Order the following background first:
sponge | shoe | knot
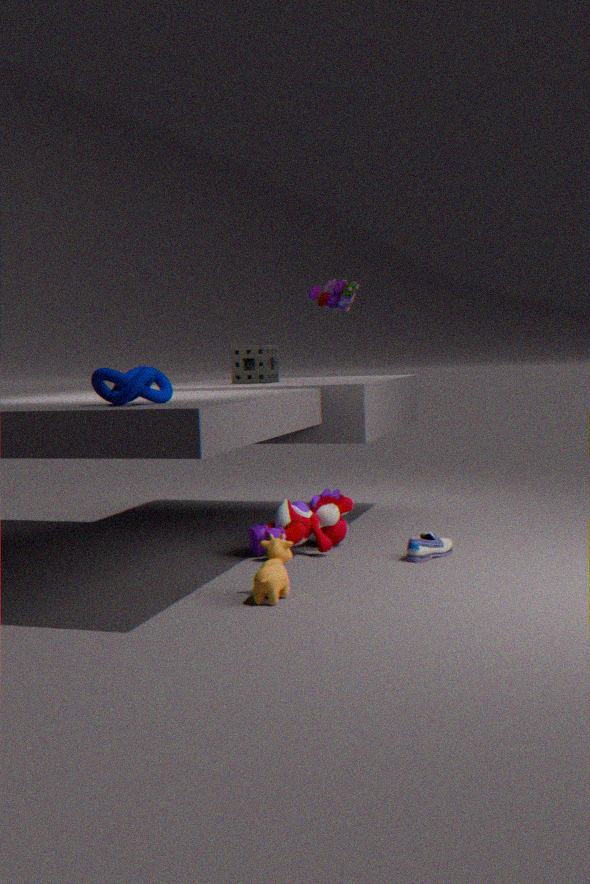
sponge < shoe < knot
